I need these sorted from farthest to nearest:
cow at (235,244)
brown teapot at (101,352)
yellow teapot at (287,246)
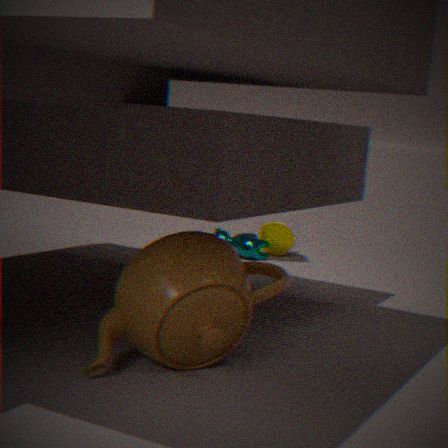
yellow teapot at (287,246), cow at (235,244), brown teapot at (101,352)
